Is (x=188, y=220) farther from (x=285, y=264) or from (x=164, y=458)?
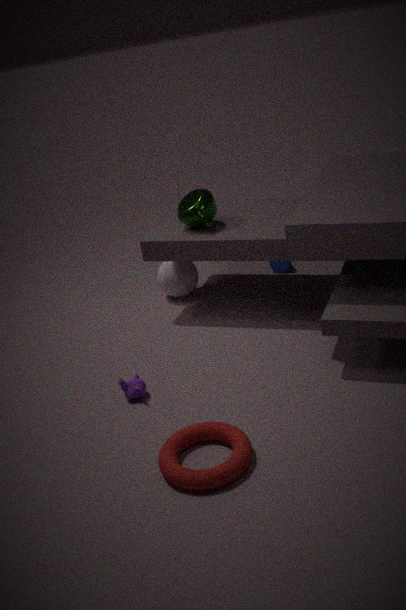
(x=164, y=458)
